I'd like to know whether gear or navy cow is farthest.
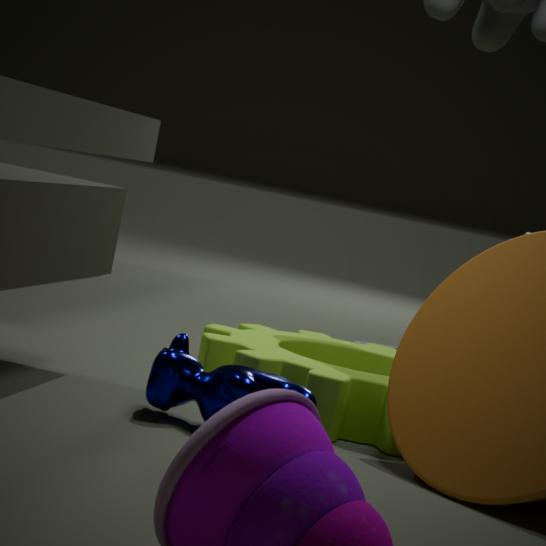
gear
